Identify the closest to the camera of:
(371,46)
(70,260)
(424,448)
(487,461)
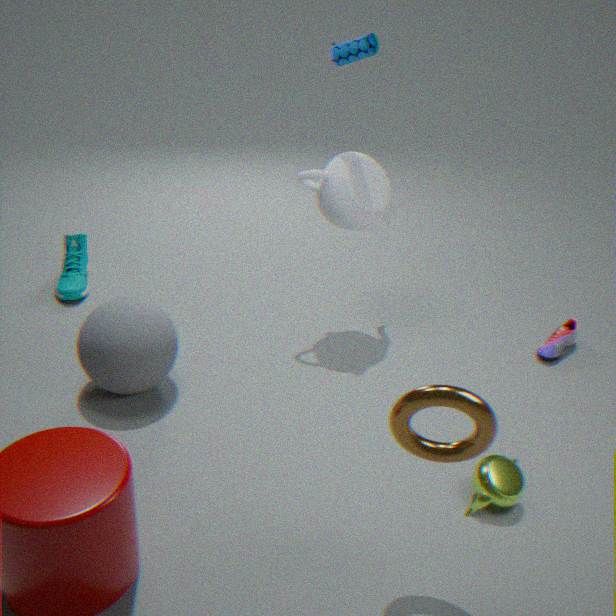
(424,448)
